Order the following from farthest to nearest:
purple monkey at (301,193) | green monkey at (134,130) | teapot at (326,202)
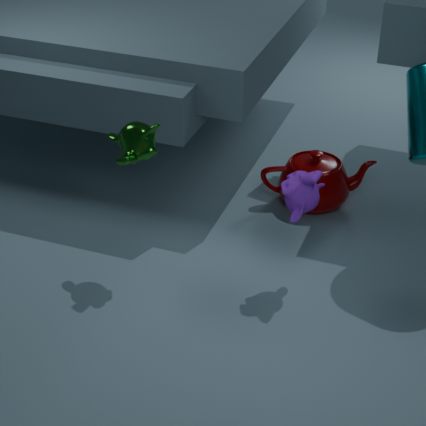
teapot at (326,202) < green monkey at (134,130) < purple monkey at (301,193)
